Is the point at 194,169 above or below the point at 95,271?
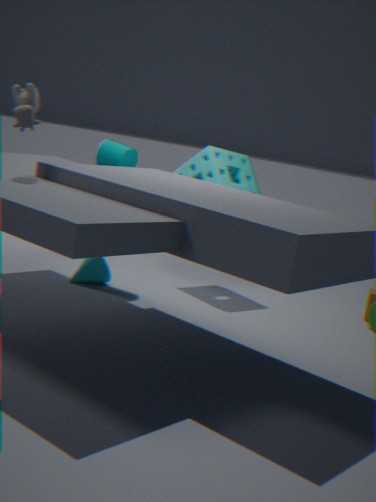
above
